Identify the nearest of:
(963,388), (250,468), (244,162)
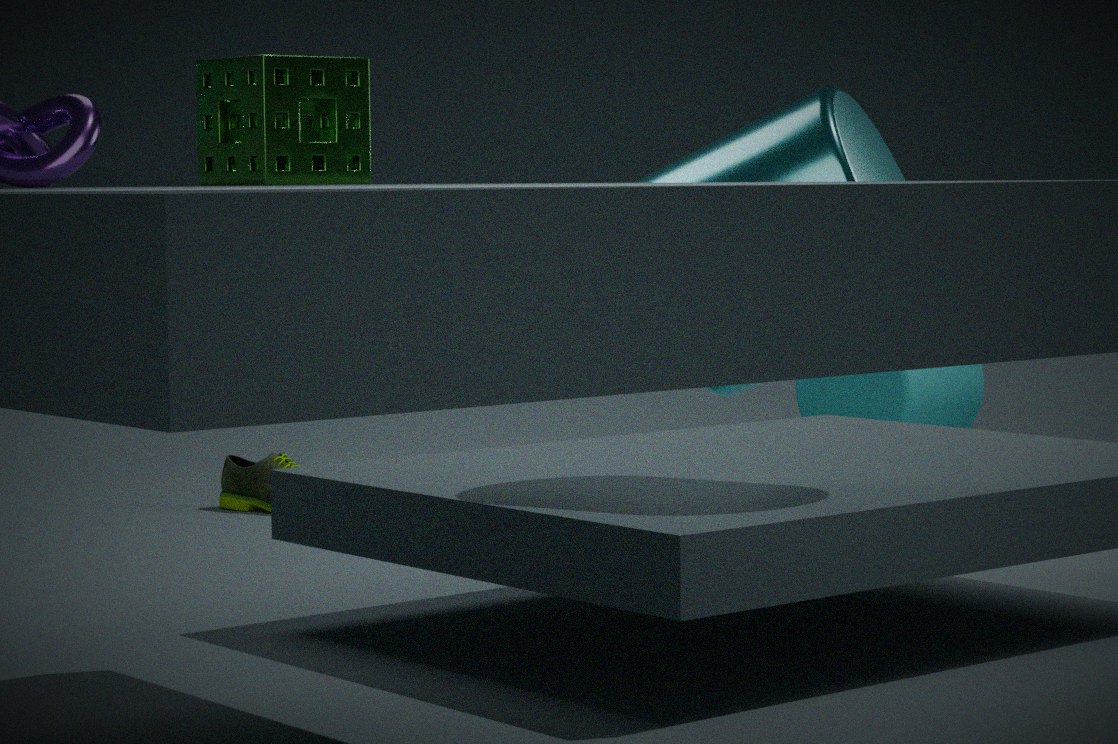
(244,162)
